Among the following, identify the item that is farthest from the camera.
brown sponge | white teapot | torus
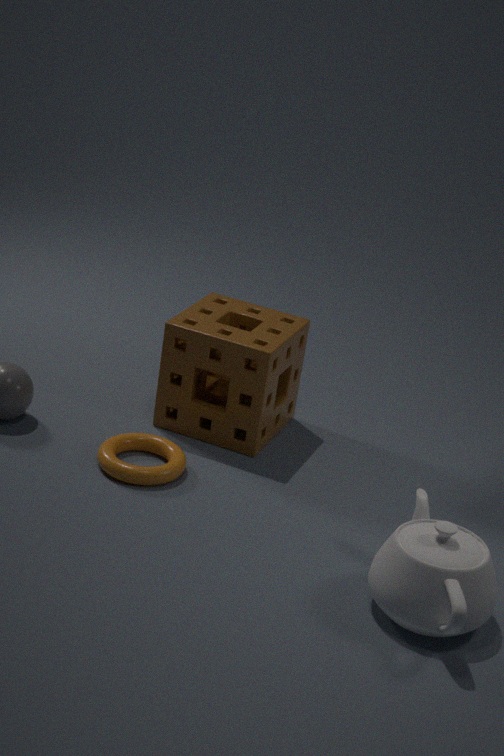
brown sponge
